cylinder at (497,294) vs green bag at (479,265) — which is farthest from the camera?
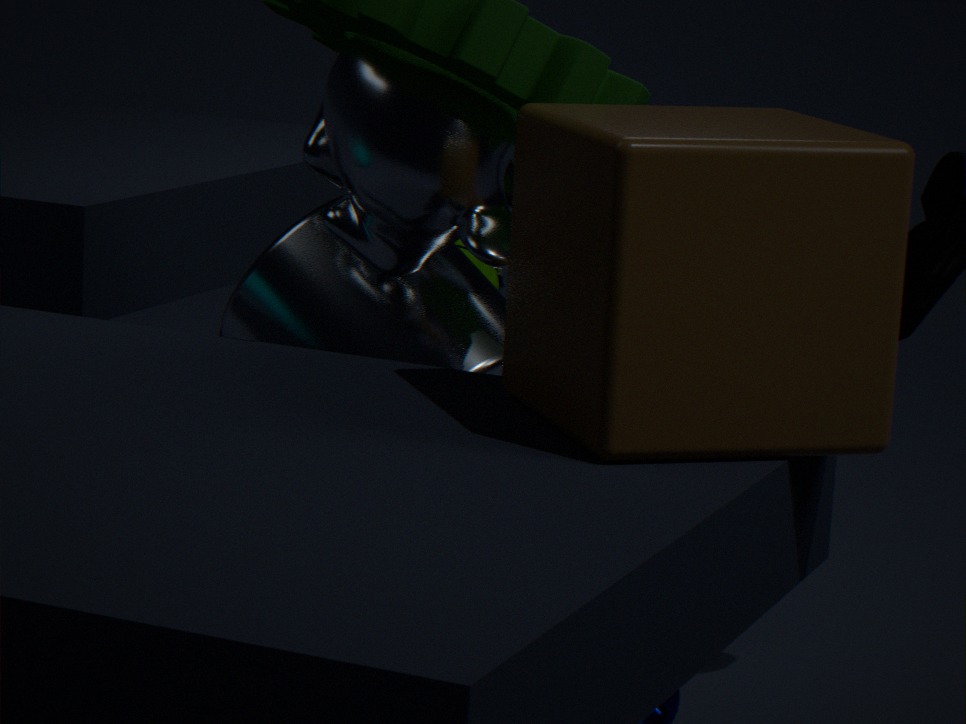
green bag at (479,265)
